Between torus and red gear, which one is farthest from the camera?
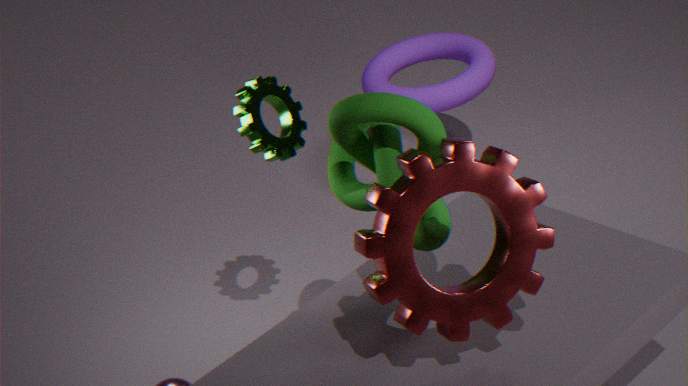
torus
